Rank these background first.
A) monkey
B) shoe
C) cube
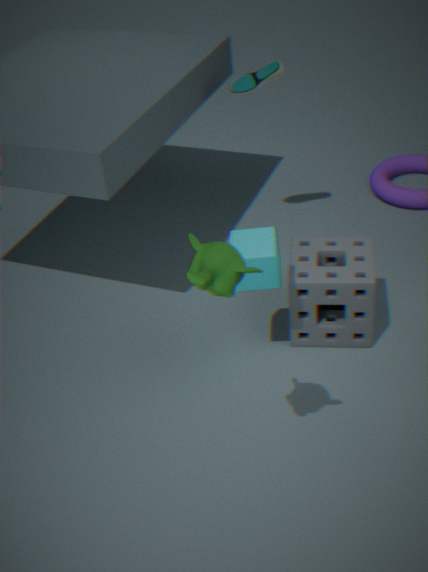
shoe, cube, monkey
